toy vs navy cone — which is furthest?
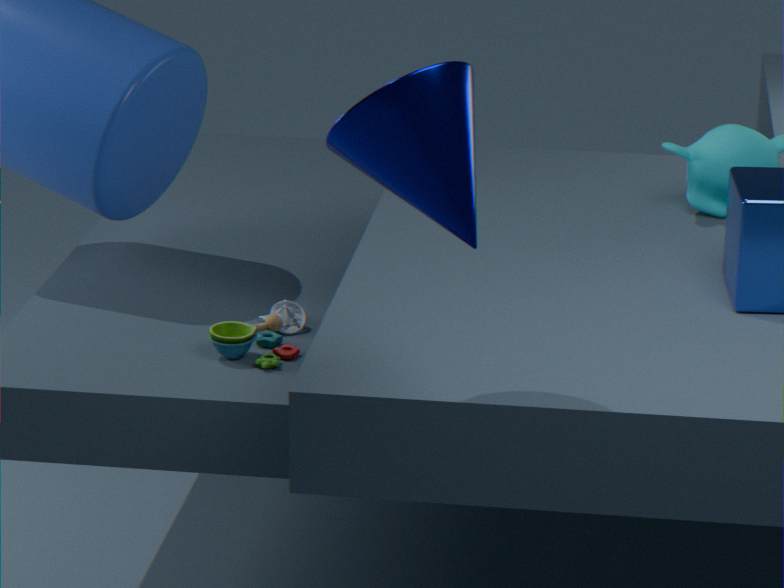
toy
